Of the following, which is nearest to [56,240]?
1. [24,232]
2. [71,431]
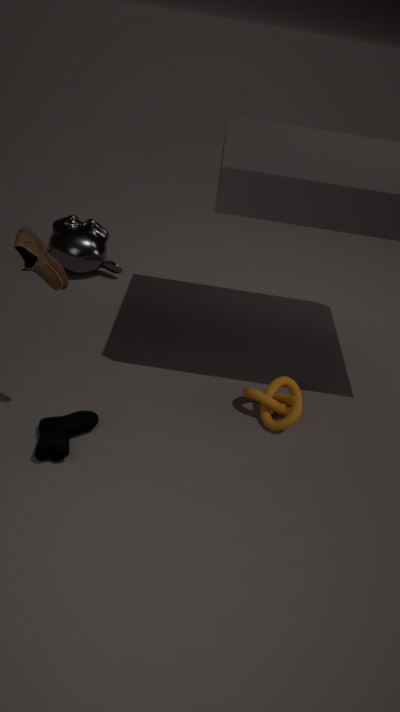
[71,431]
